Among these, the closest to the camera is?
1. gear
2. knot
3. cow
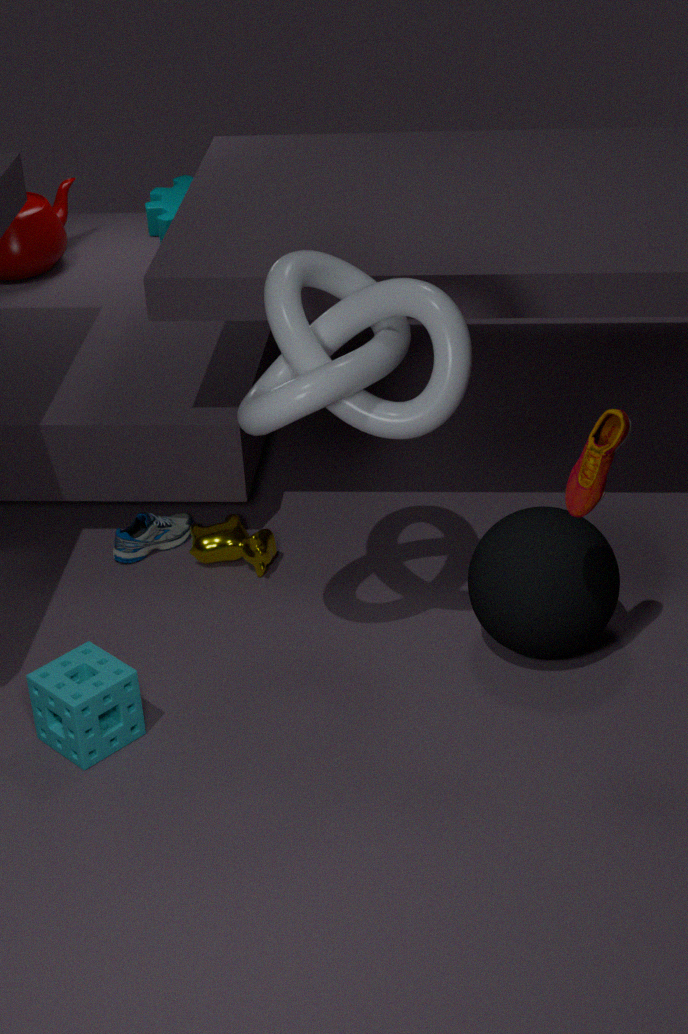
knot
